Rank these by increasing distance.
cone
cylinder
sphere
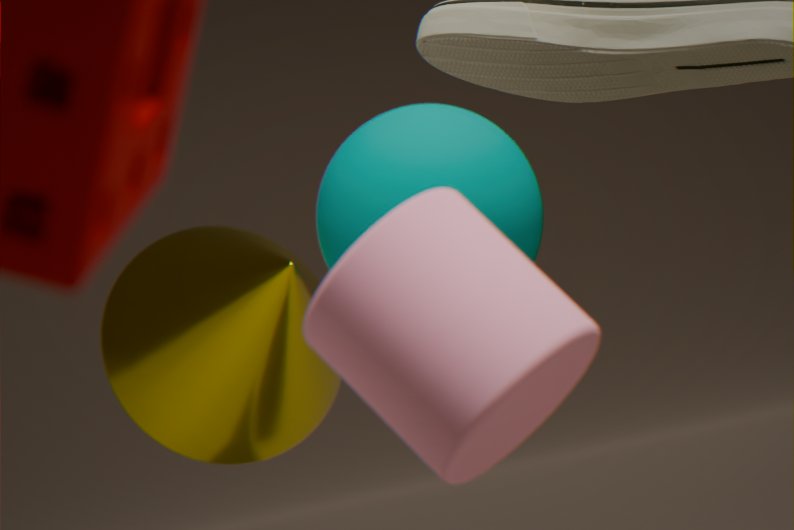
cylinder < sphere < cone
